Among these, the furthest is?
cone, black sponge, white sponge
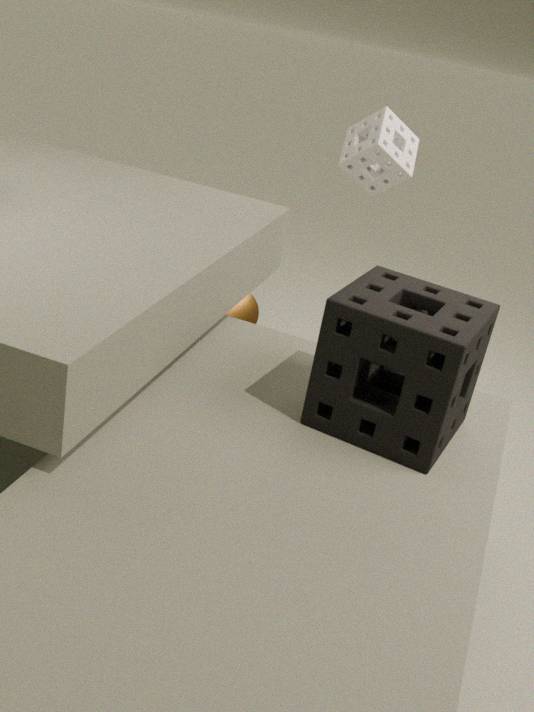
cone
